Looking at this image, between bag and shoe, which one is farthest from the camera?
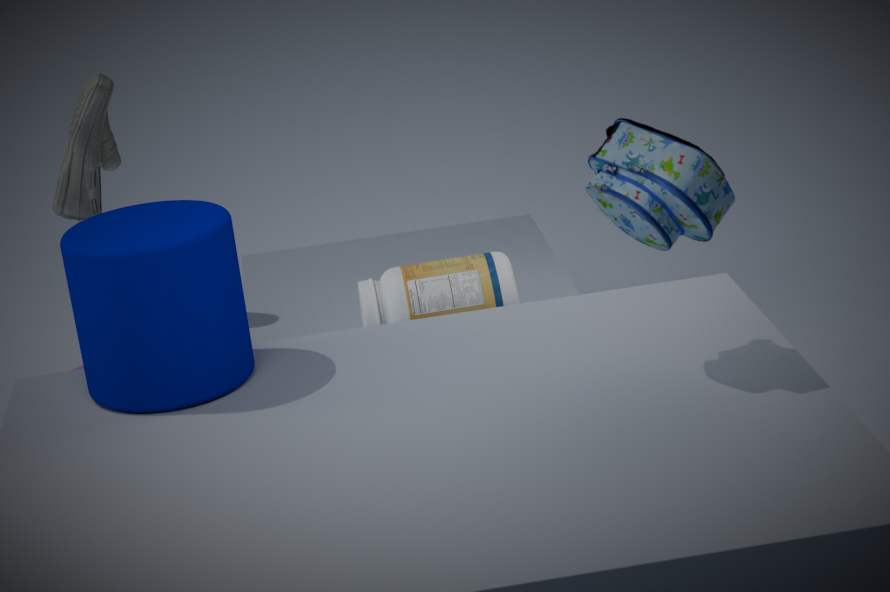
shoe
